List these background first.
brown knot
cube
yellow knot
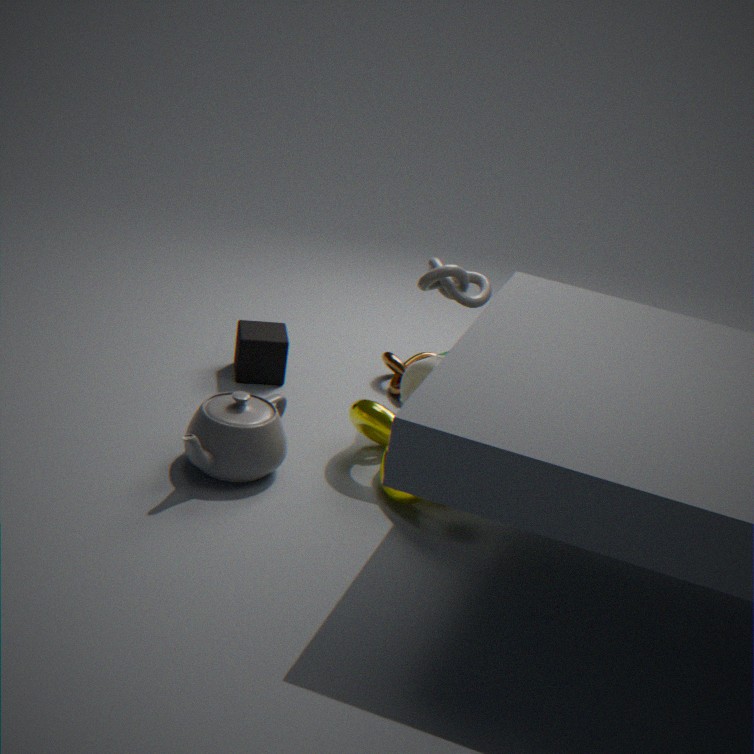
brown knot → cube → yellow knot
